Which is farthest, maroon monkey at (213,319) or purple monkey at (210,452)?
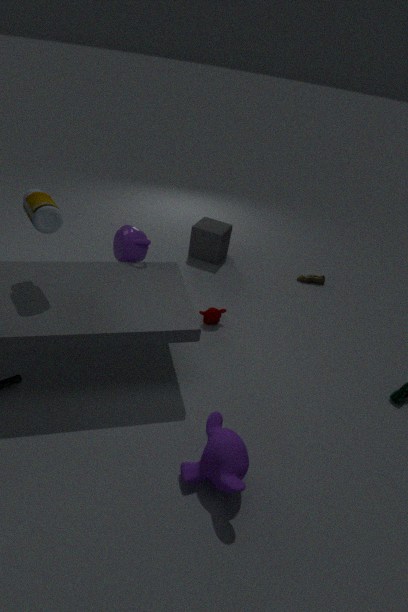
maroon monkey at (213,319)
